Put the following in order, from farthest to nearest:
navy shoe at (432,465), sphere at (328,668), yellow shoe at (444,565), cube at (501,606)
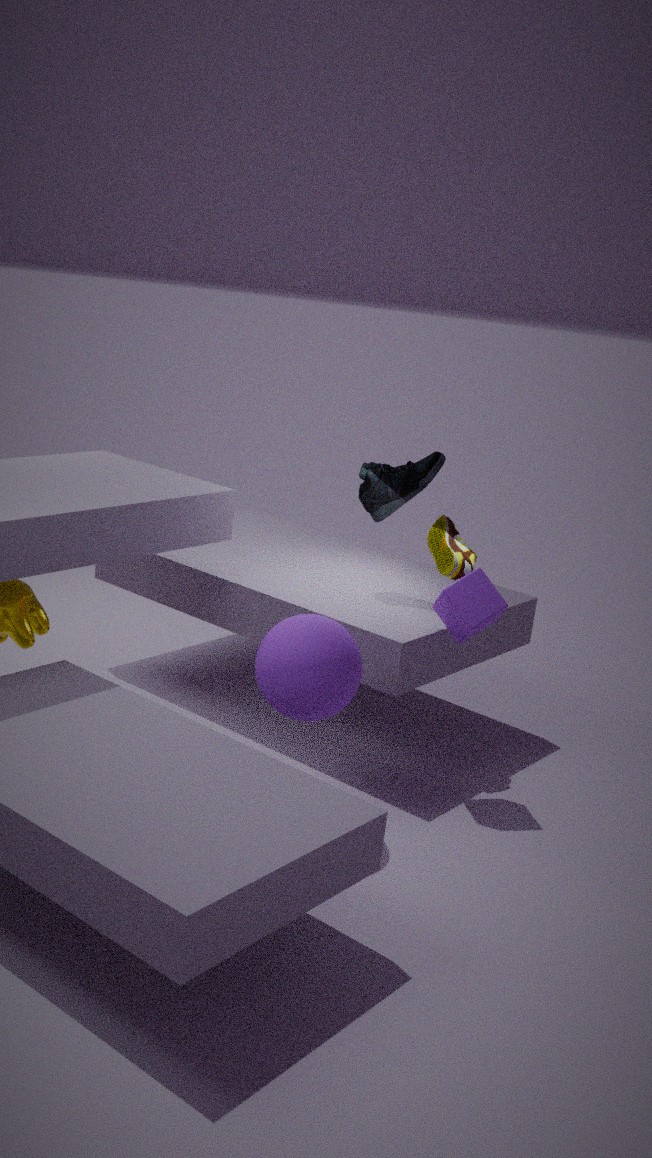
navy shoe at (432,465) → yellow shoe at (444,565) → cube at (501,606) → sphere at (328,668)
